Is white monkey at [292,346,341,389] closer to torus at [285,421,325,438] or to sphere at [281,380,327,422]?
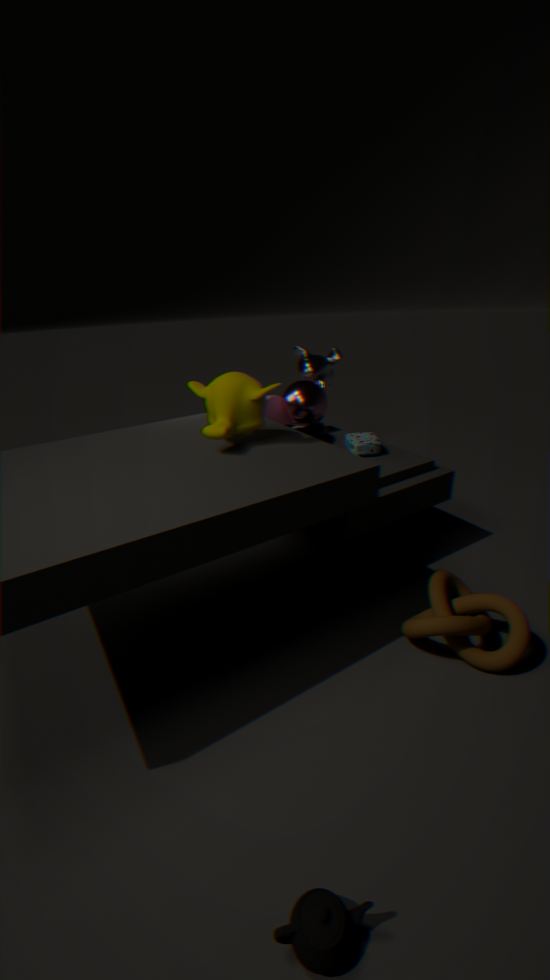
sphere at [281,380,327,422]
